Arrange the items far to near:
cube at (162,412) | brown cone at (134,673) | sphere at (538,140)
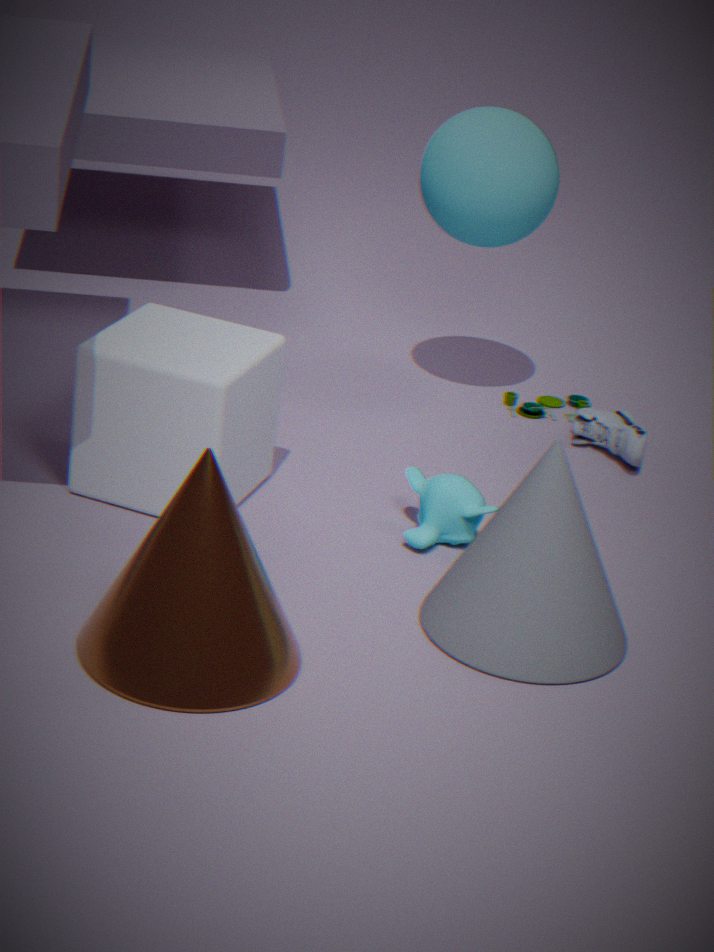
sphere at (538,140), cube at (162,412), brown cone at (134,673)
